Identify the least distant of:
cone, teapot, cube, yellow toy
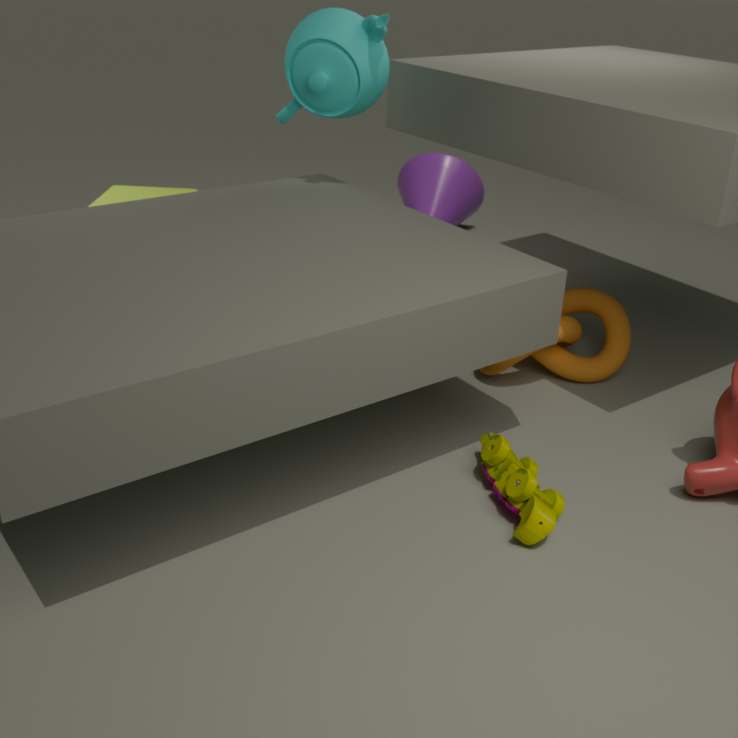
yellow toy
